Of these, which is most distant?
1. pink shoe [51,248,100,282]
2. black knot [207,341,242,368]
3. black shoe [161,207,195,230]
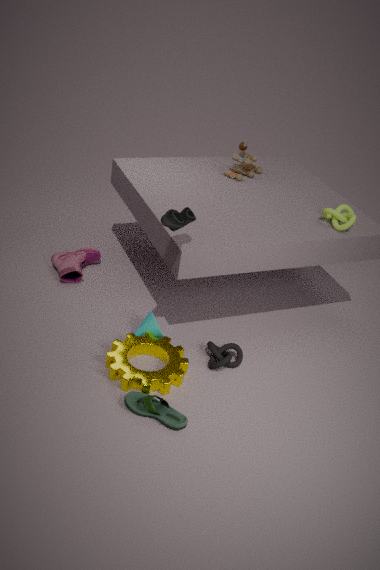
pink shoe [51,248,100,282]
